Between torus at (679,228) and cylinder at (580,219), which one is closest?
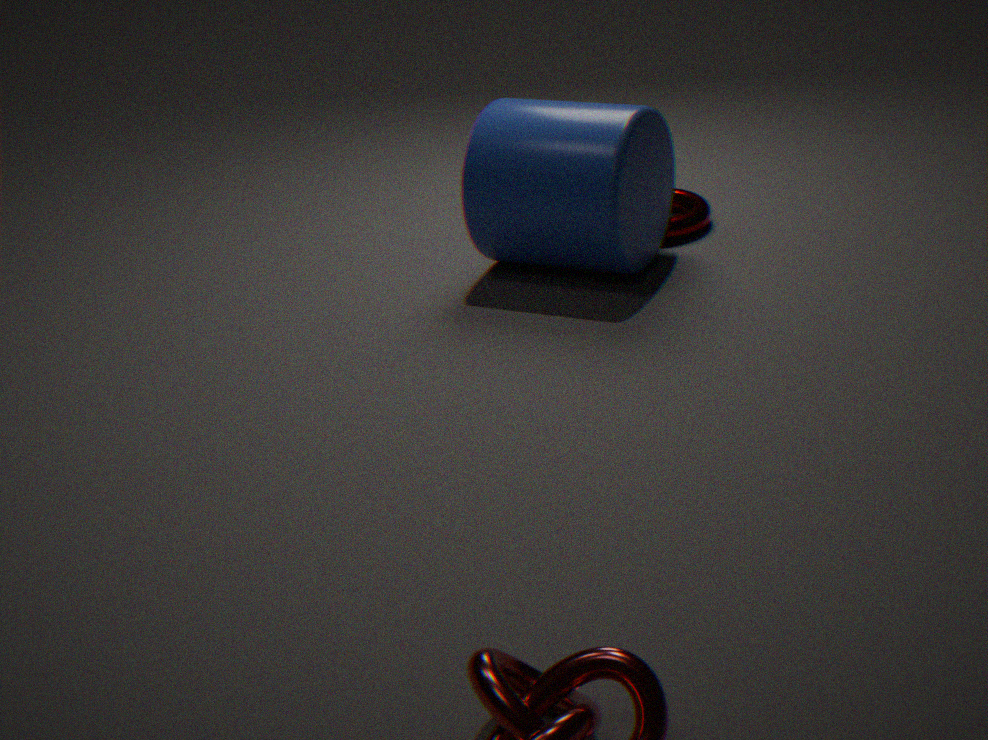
cylinder at (580,219)
